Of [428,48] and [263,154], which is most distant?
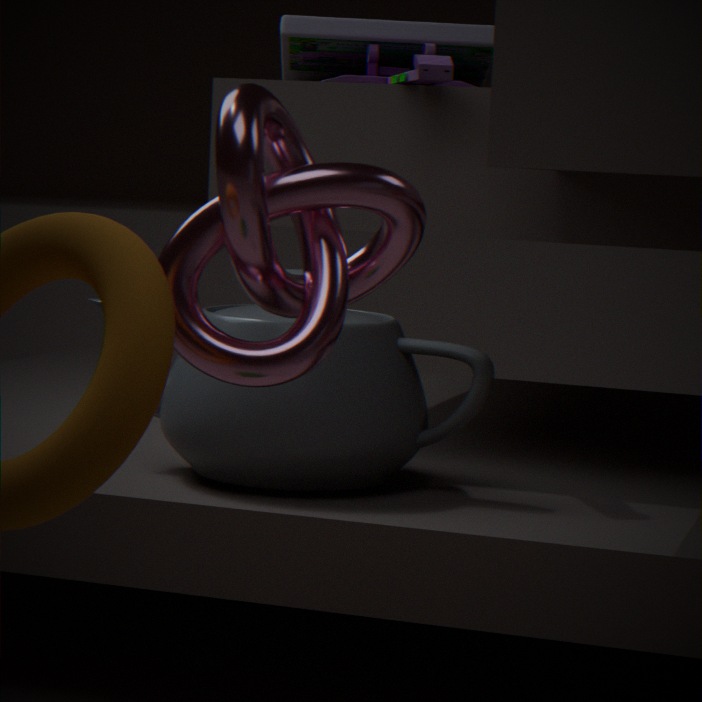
[428,48]
